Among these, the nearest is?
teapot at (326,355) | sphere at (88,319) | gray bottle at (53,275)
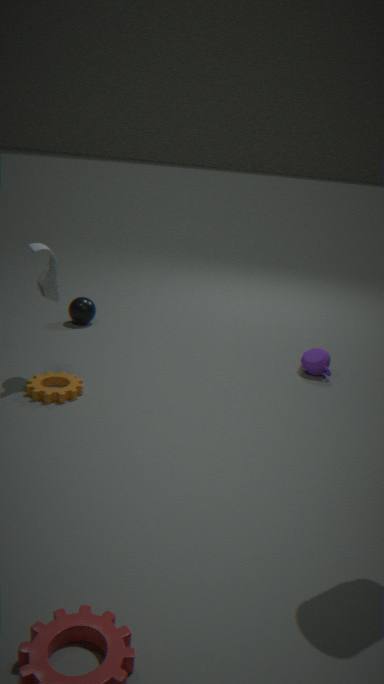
gray bottle at (53,275)
